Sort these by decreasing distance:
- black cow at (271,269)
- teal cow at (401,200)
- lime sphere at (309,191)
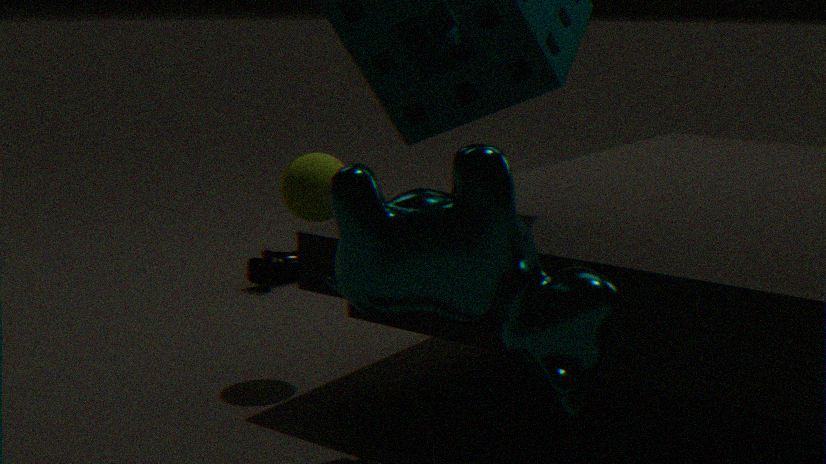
black cow at (271,269) < lime sphere at (309,191) < teal cow at (401,200)
